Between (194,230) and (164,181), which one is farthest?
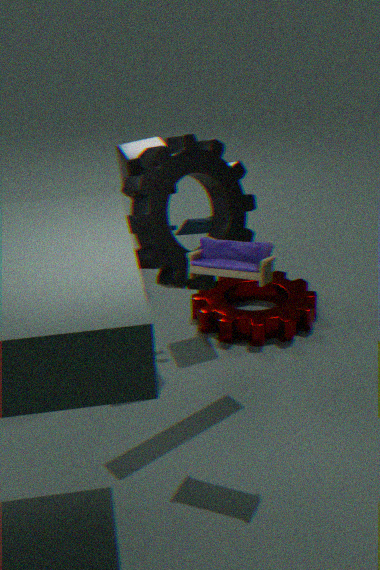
(194,230)
